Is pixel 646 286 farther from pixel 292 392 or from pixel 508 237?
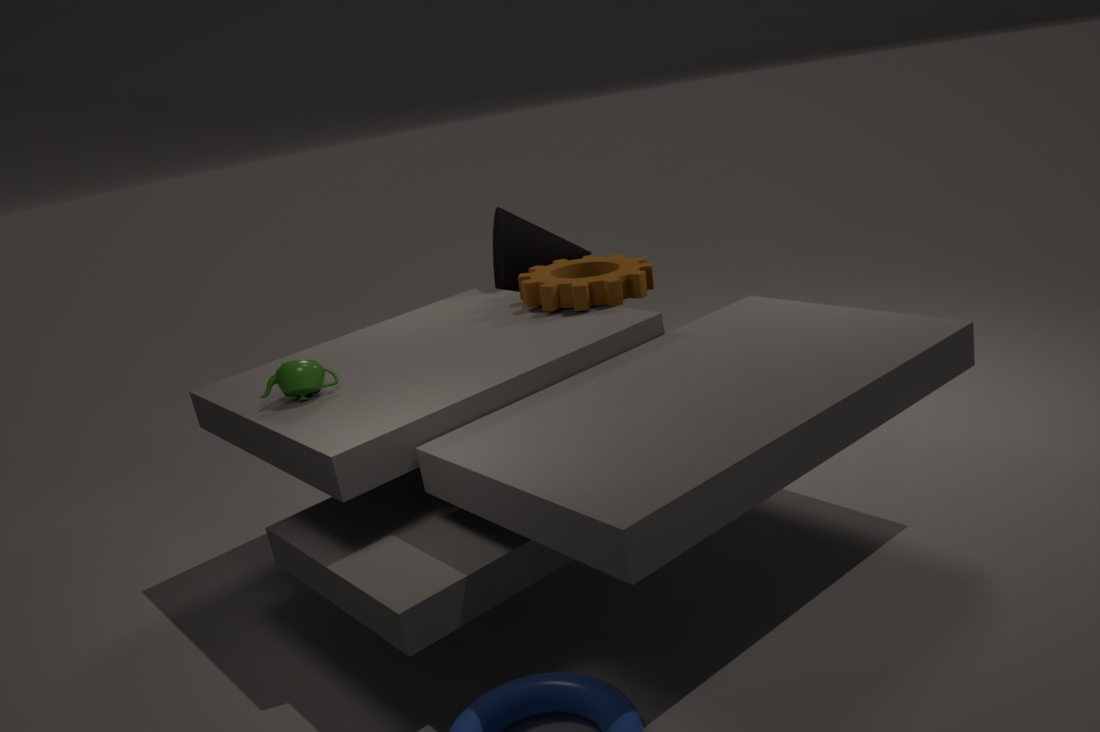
pixel 292 392
